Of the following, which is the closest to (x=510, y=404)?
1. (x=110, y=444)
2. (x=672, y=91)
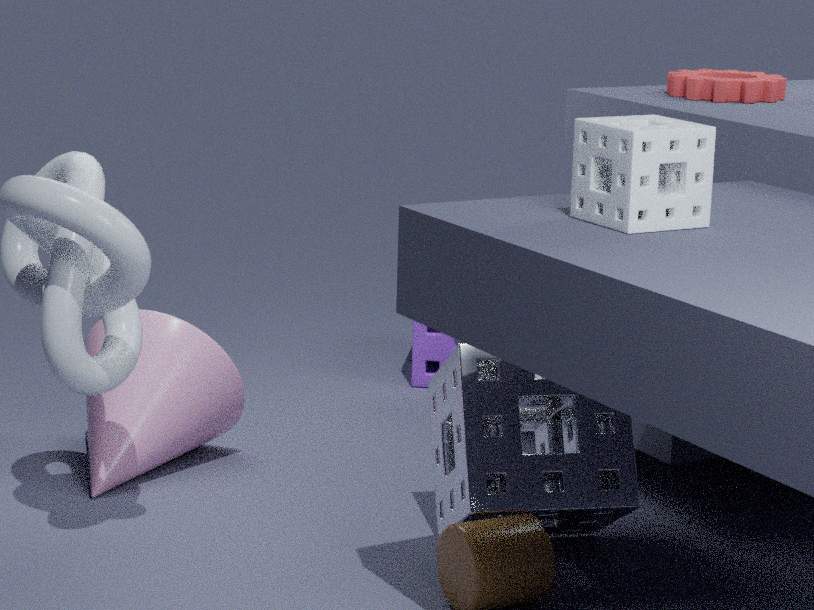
(x=672, y=91)
